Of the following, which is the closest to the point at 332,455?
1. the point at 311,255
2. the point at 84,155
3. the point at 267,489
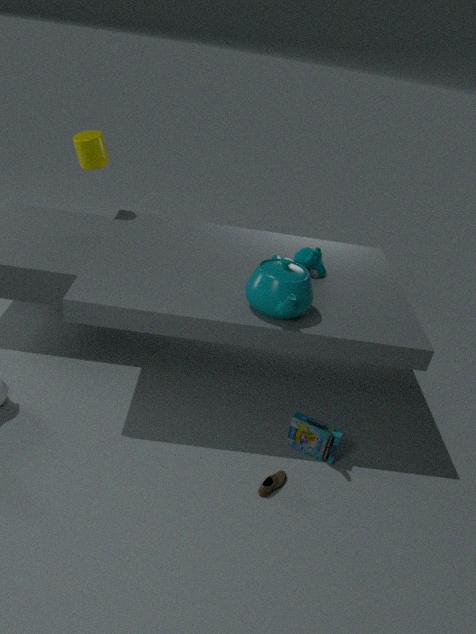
the point at 267,489
